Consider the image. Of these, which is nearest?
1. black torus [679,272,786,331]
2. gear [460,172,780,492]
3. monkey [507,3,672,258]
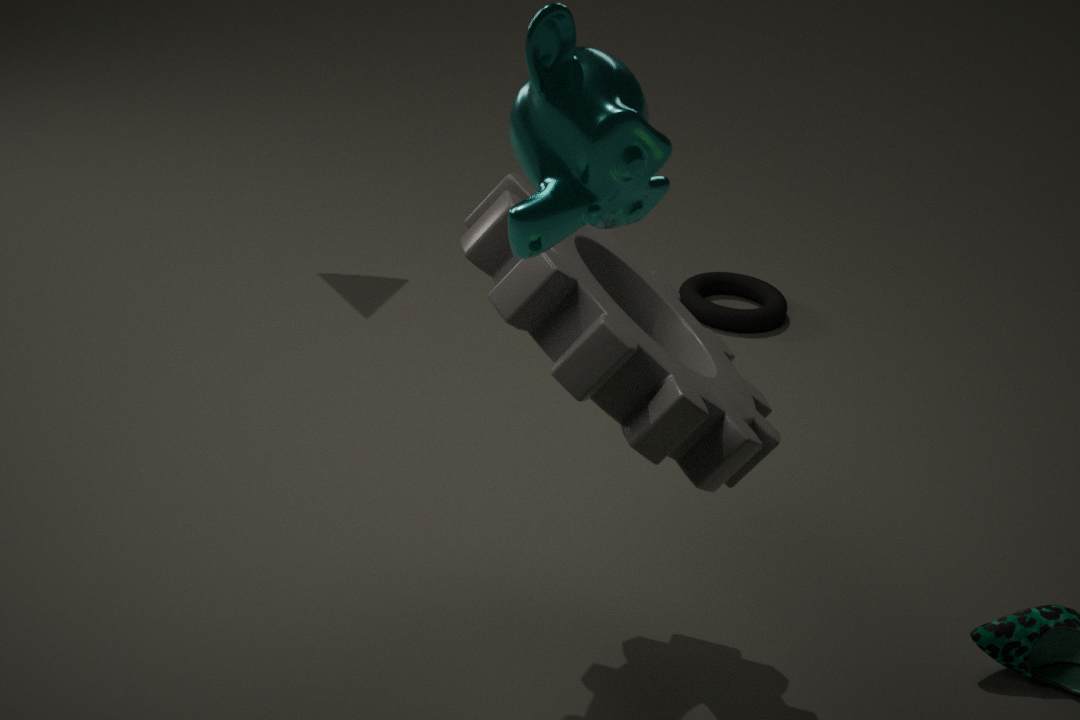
monkey [507,3,672,258]
